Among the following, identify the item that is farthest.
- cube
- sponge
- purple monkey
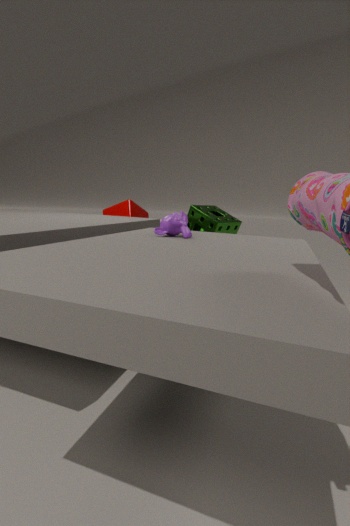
cube
